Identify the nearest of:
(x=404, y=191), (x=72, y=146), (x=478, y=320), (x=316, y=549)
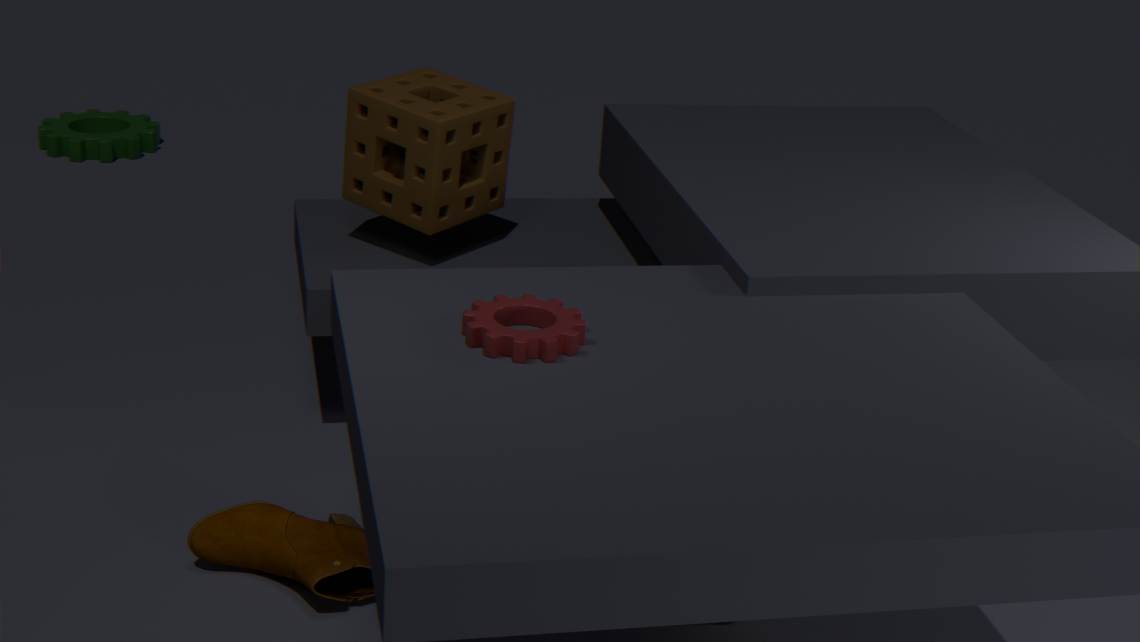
(x=478, y=320)
